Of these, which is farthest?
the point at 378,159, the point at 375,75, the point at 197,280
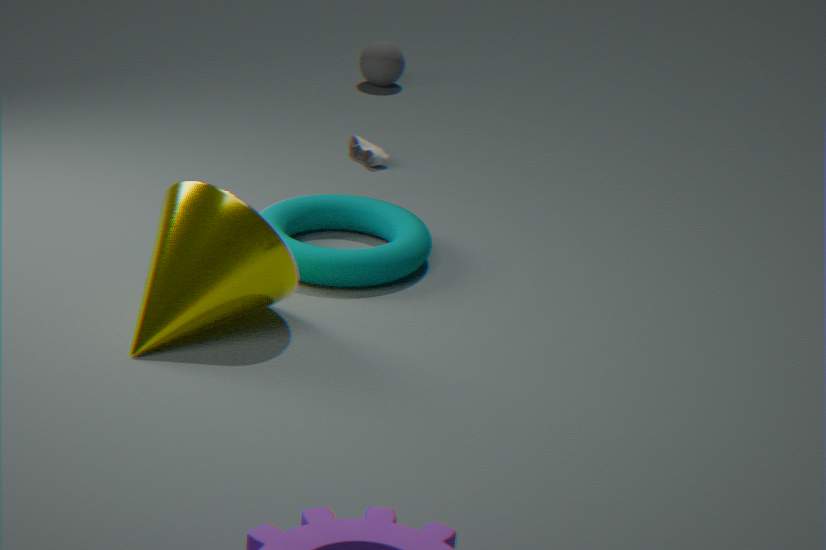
the point at 375,75
